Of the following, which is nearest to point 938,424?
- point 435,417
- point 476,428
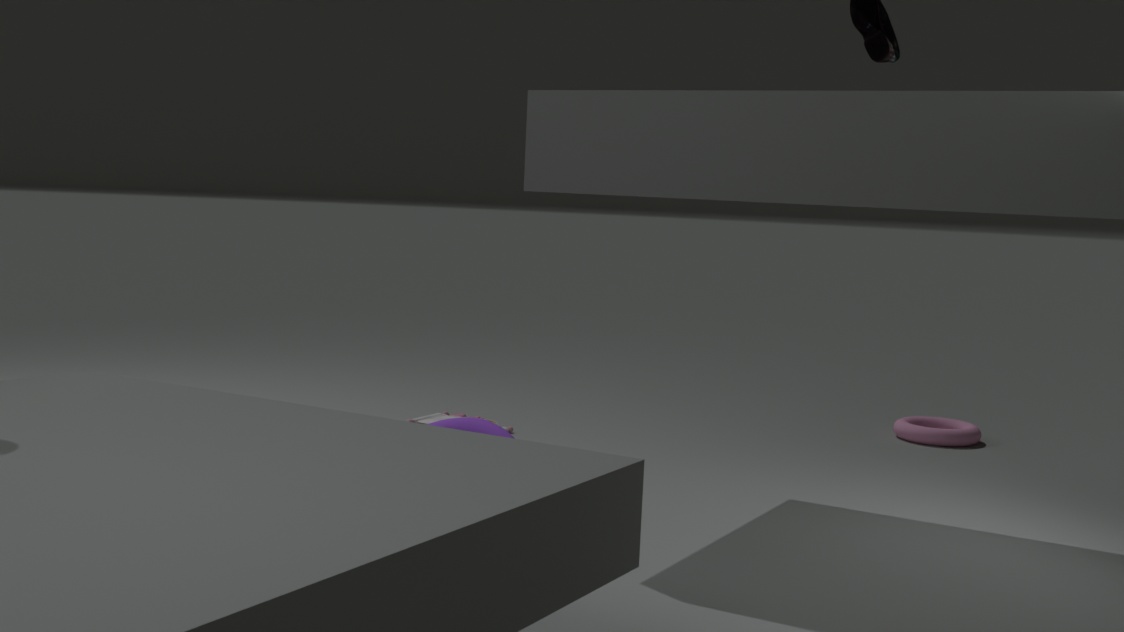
point 435,417
